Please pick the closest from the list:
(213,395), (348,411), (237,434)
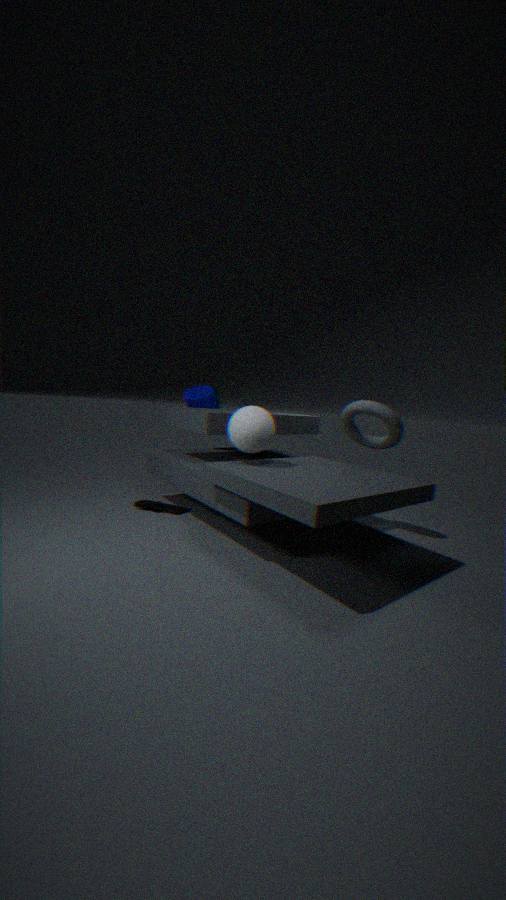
(237,434)
